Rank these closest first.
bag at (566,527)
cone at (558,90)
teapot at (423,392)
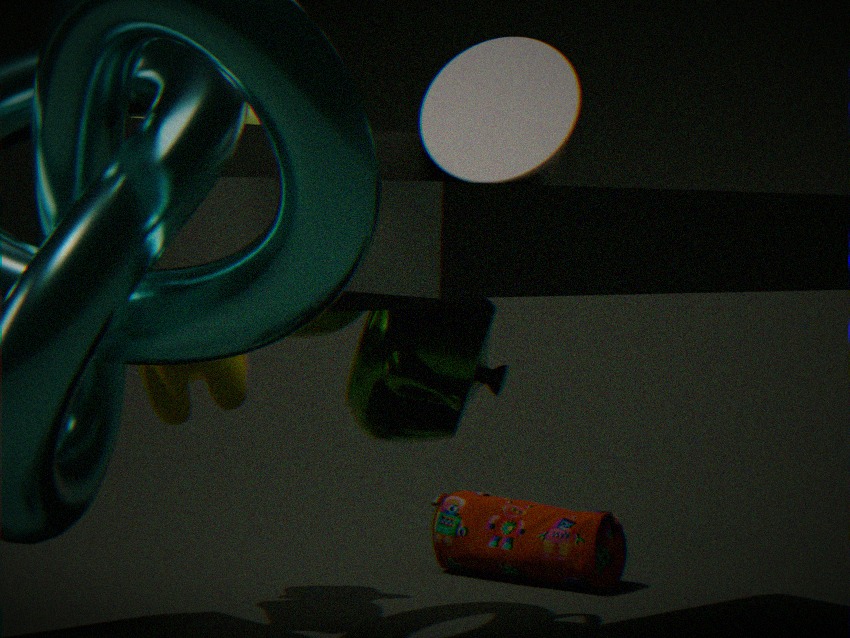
cone at (558,90) → teapot at (423,392) → bag at (566,527)
